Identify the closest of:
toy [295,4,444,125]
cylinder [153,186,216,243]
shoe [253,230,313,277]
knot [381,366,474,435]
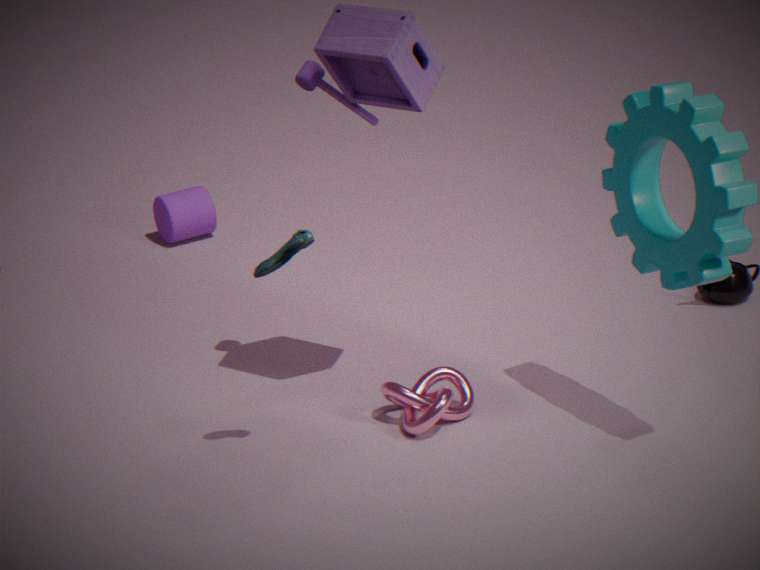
shoe [253,230,313,277]
